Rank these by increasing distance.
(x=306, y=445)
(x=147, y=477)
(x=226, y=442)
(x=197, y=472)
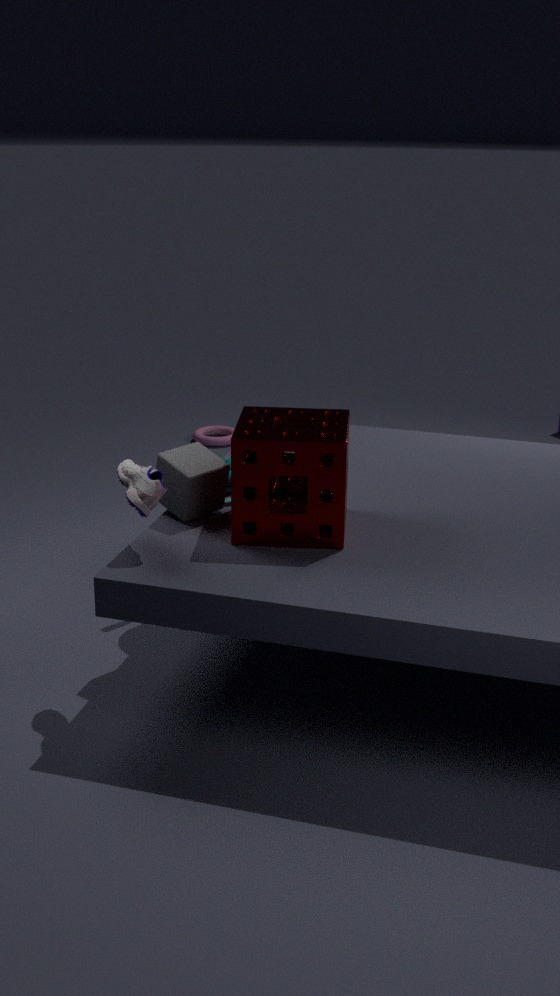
1. (x=306, y=445)
2. (x=147, y=477)
3. (x=197, y=472)
4. (x=226, y=442)
